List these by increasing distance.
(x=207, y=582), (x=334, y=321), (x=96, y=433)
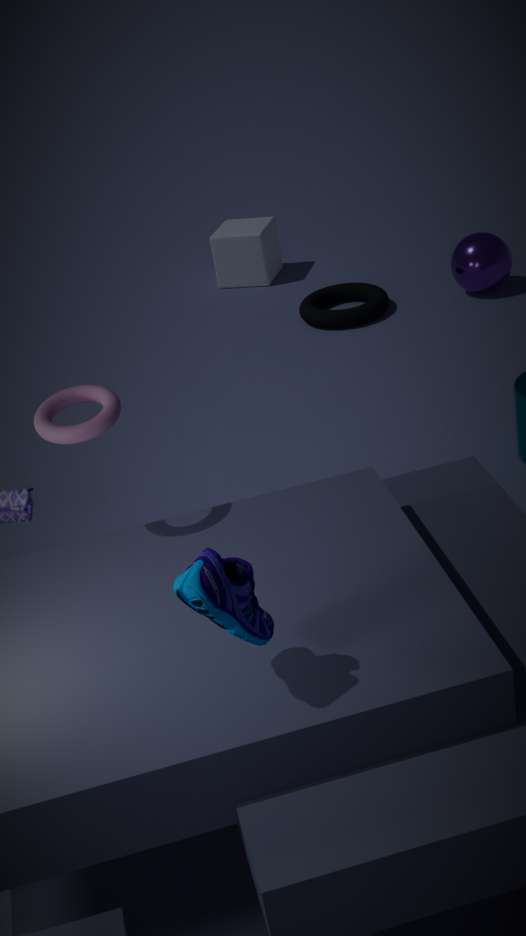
(x=207, y=582) → (x=96, y=433) → (x=334, y=321)
